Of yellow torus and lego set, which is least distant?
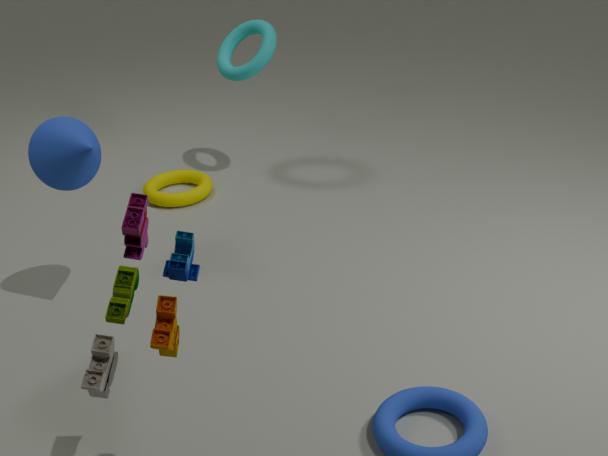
lego set
